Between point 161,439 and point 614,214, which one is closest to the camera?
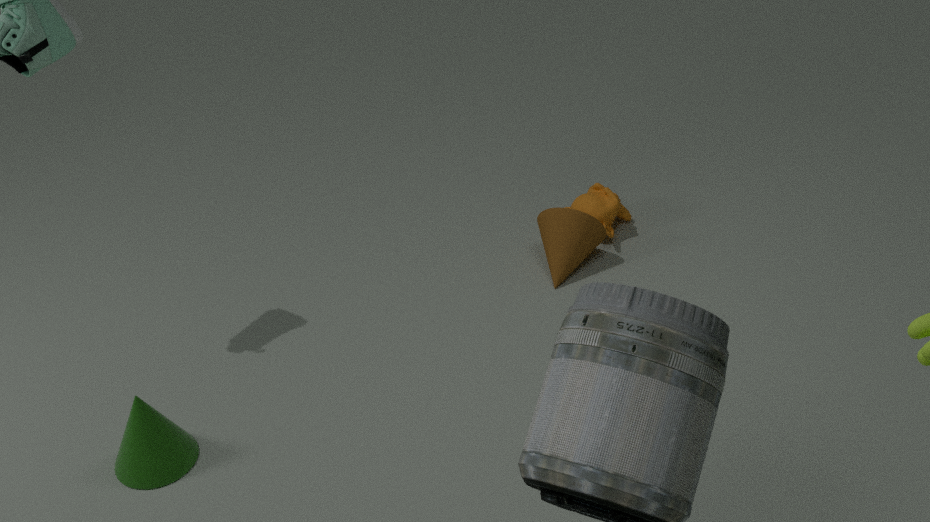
point 161,439
